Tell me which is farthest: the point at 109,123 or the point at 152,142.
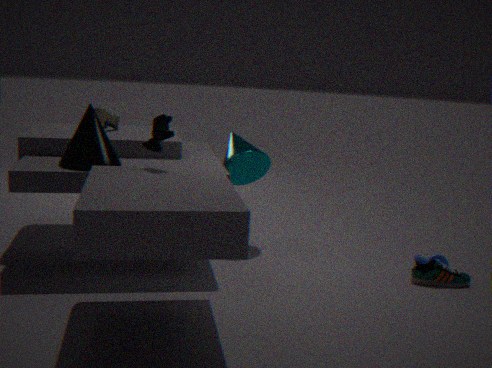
the point at 109,123
